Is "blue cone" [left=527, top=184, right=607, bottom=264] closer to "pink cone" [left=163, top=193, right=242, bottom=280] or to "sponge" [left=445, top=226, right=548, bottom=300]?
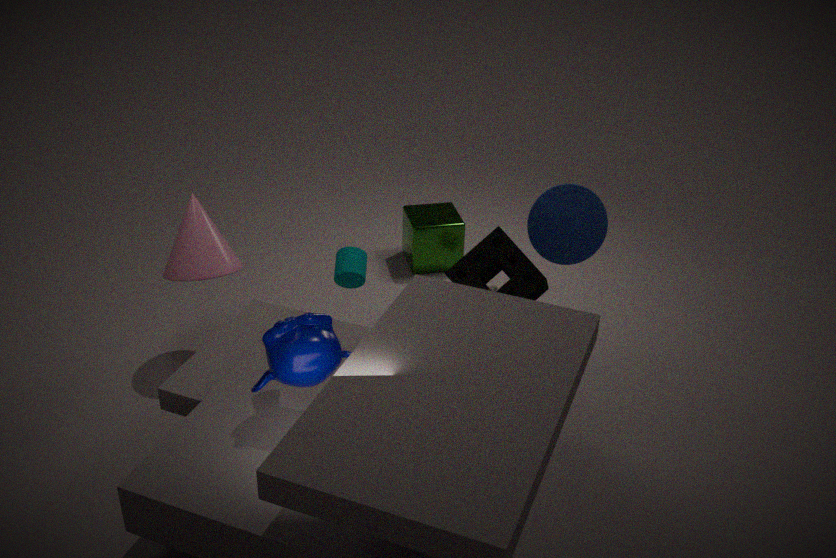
"sponge" [left=445, top=226, right=548, bottom=300]
